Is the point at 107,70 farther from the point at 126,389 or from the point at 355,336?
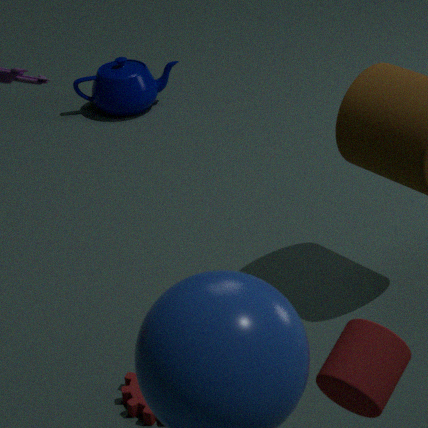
the point at 355,336
